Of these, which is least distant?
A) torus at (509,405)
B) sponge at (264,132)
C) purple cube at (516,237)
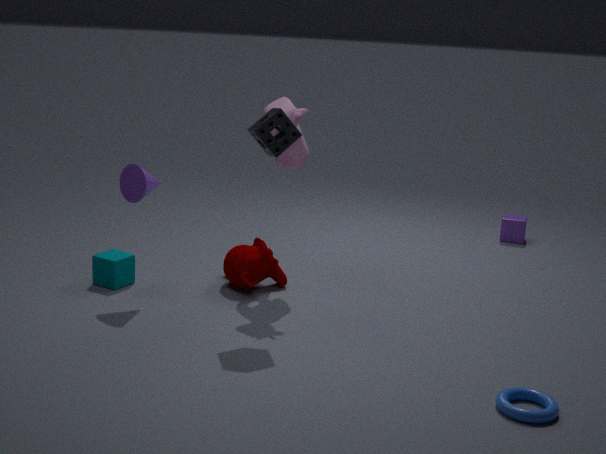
torus at (509,405)
